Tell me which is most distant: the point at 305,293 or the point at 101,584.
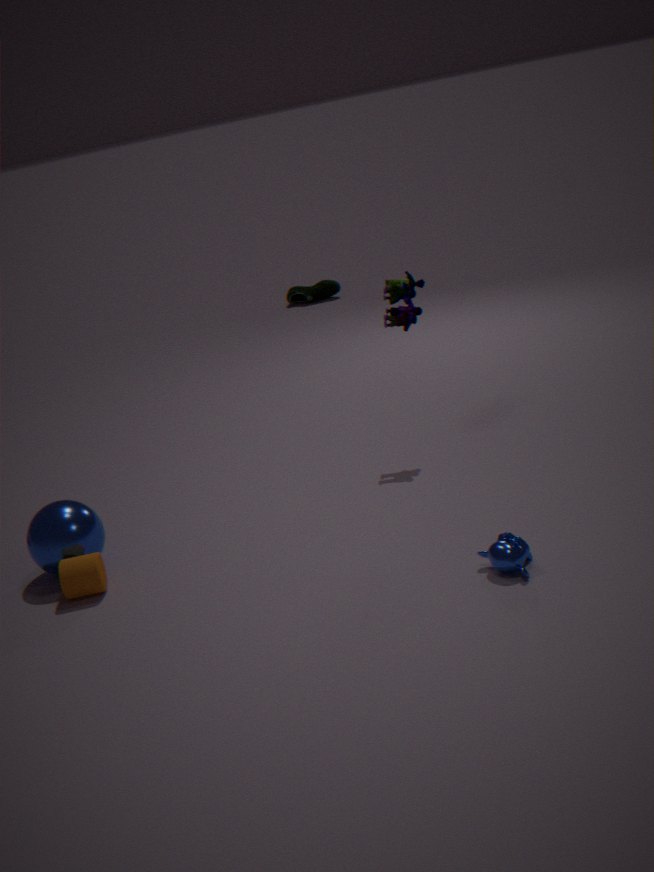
the point at 305,293
